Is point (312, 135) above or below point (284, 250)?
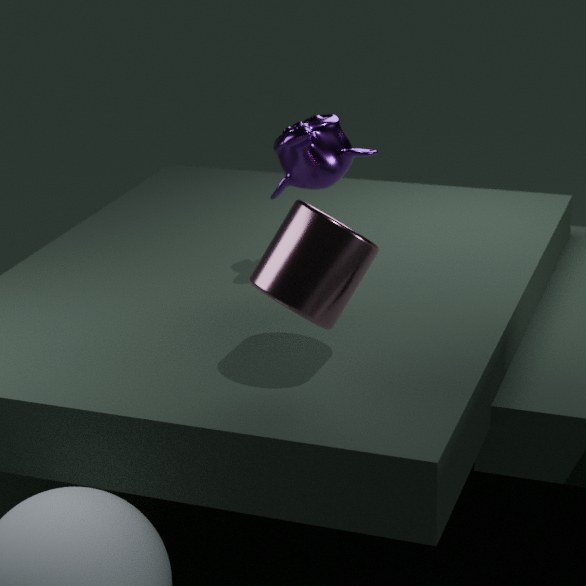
above
